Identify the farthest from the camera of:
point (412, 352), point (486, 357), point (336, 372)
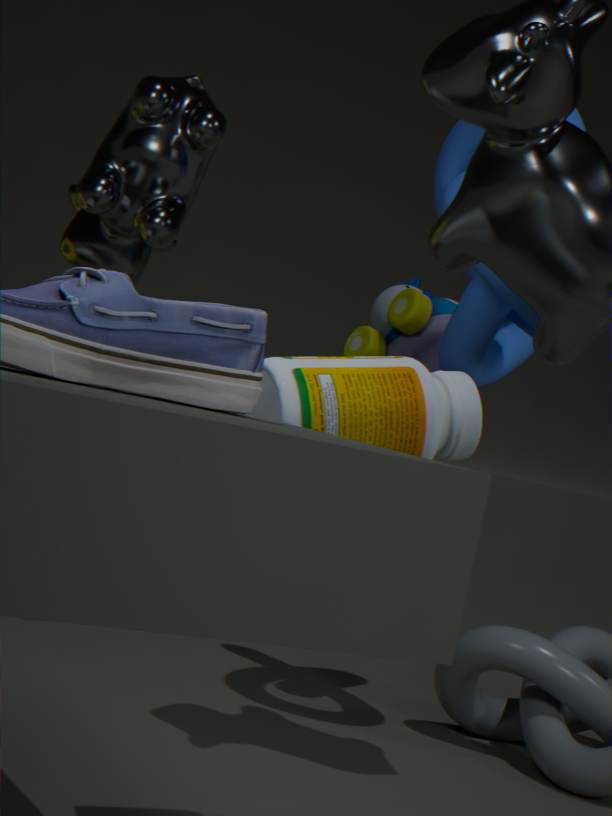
point (412, 352)
